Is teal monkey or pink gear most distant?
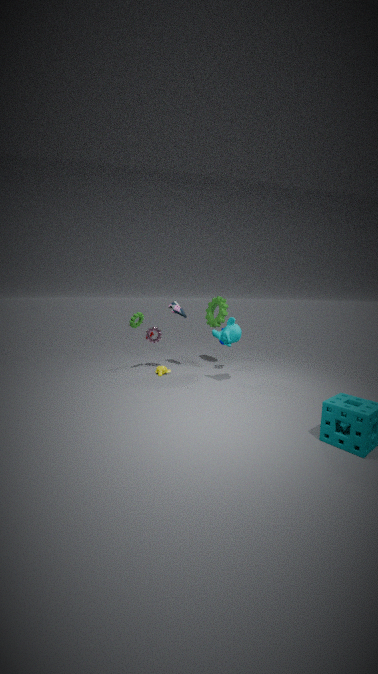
pink gear
